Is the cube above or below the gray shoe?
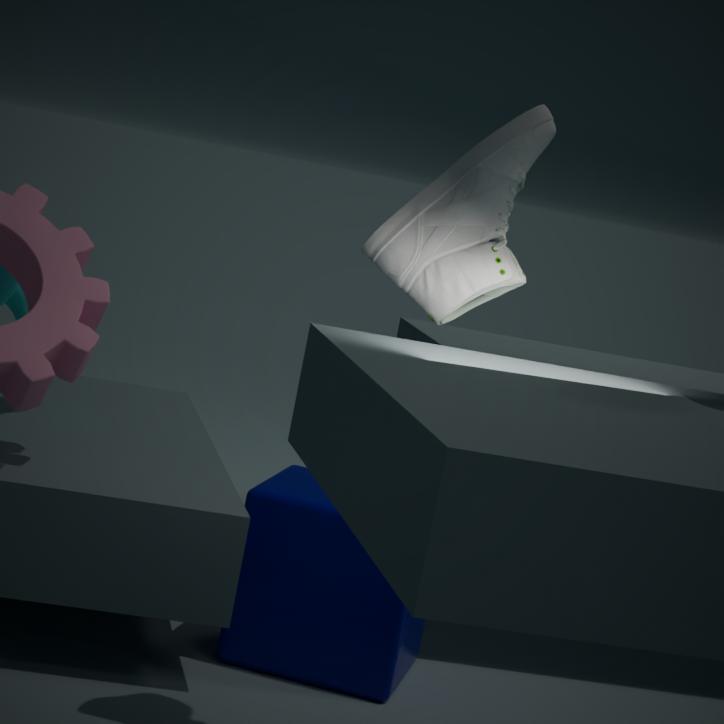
below
